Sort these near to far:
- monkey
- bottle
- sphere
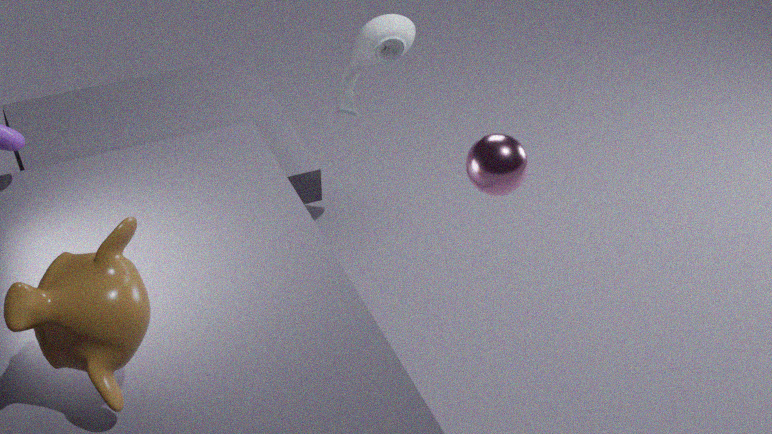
monkey
sphere
bottle
